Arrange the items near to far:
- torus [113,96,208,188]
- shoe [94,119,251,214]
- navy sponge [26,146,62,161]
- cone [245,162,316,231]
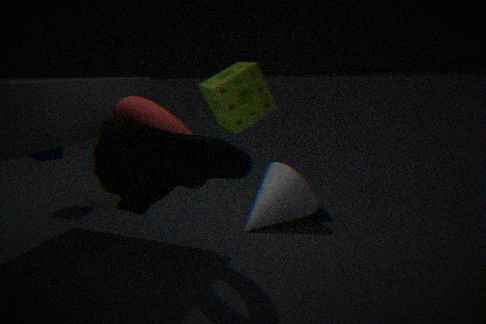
shoe [94,119,251,214]
torus [113,96,208,188]
cone [245,162,316,231]
navy sponge [26,146,62,161]
